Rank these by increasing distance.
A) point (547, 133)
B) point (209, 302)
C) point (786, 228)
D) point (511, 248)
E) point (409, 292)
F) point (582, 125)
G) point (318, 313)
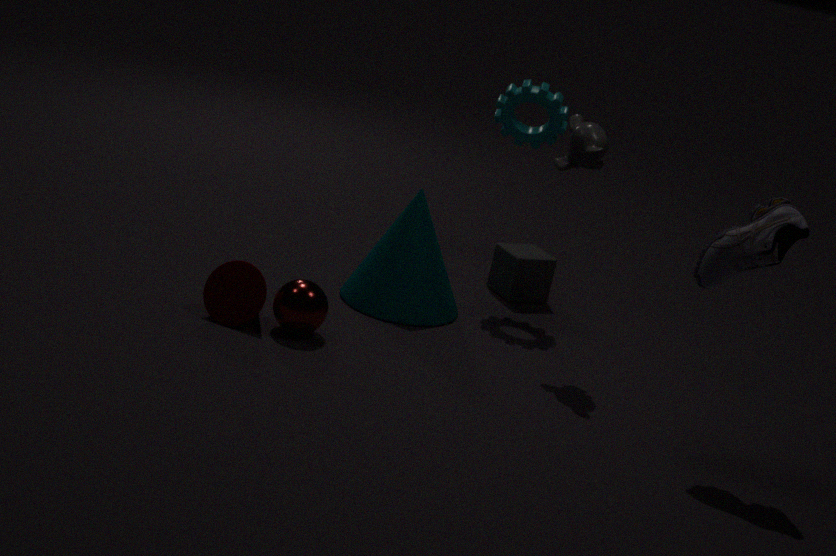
point (786, 228), point (318, 313), point (209, 302), point (582, 125), point (409, 292), point (547, 133), point (511, 248)
